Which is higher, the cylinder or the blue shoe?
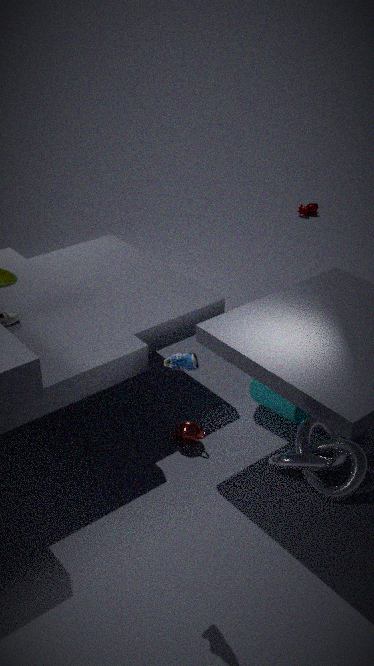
the blue shoe
